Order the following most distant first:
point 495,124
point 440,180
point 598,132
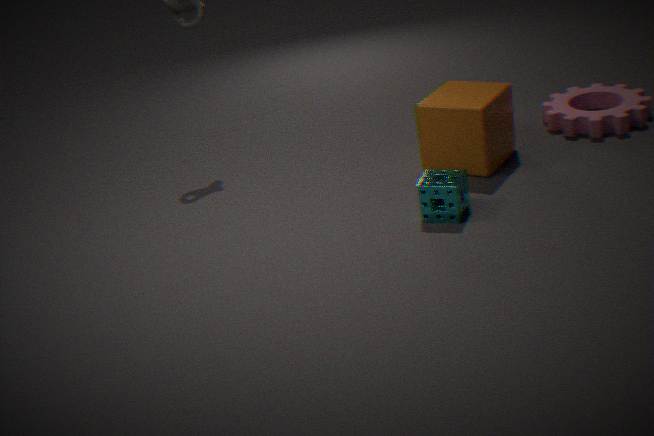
point 598,132
point 495,124
point 440,180
